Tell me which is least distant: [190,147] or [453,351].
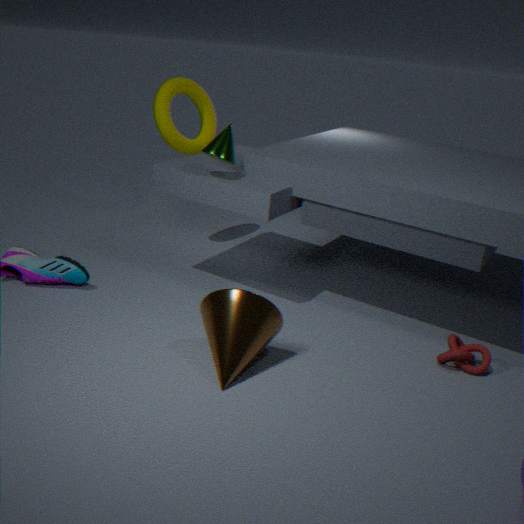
[453,351]
